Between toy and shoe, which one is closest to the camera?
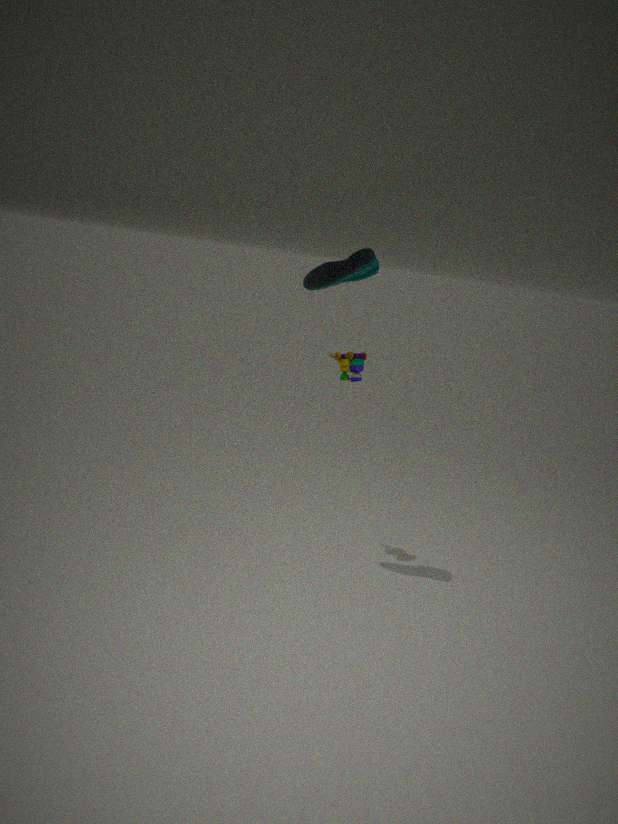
shoe
